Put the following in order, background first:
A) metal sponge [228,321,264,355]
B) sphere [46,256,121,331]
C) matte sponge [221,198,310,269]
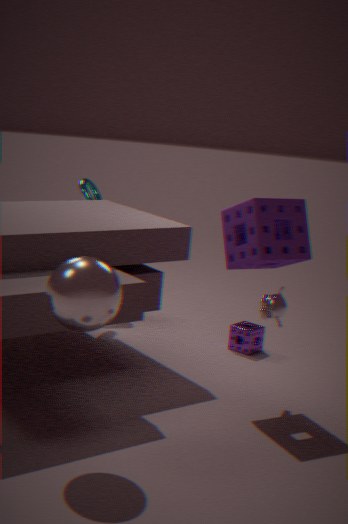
metal sponge [228,321,264,355]
matte sponge [221,198,310,269]
sphere [46,256,121,331]
